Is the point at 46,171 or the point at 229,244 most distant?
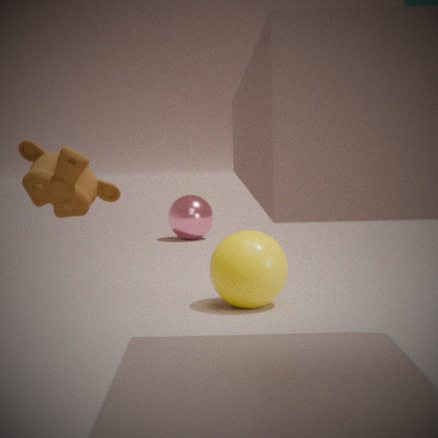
the point at 229,244
